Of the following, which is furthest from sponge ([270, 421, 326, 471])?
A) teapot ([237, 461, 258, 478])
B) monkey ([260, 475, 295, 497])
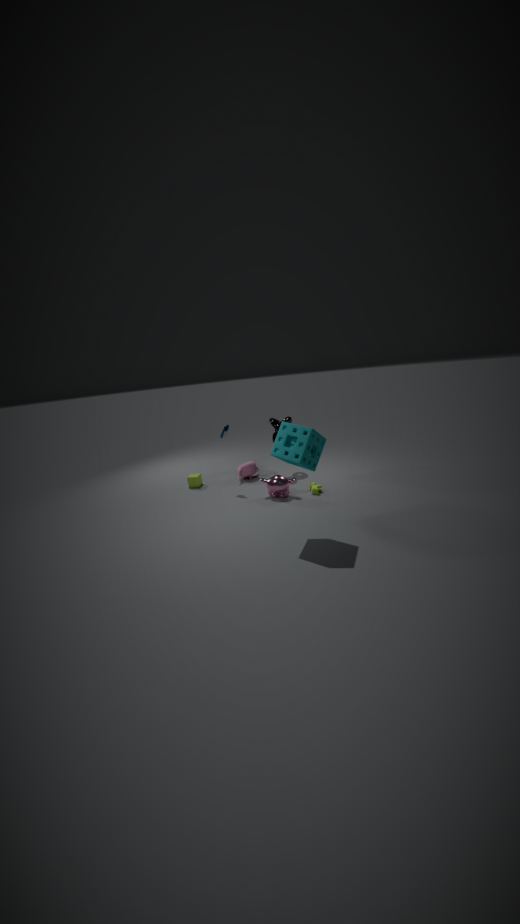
teapot ([237, 461, 258, 478])
